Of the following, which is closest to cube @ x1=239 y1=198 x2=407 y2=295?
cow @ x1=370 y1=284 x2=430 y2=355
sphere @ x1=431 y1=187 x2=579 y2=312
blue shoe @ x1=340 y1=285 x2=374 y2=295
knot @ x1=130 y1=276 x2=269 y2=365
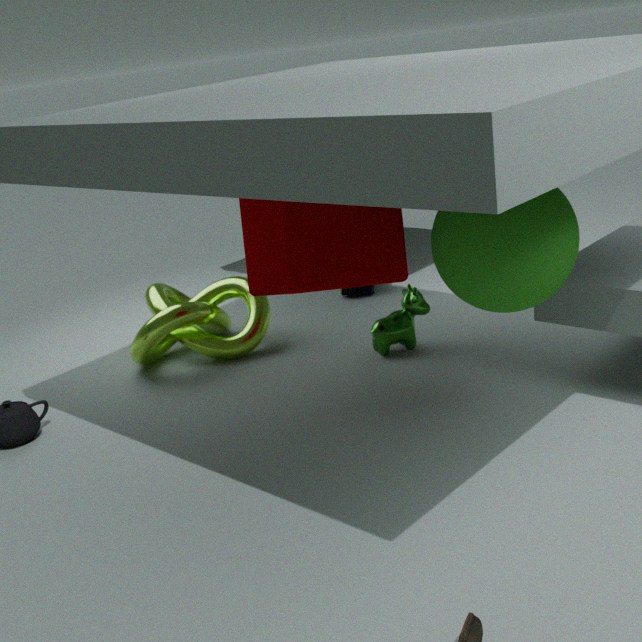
sphere @ x1=431 y1=187 x2=579 y2=312
